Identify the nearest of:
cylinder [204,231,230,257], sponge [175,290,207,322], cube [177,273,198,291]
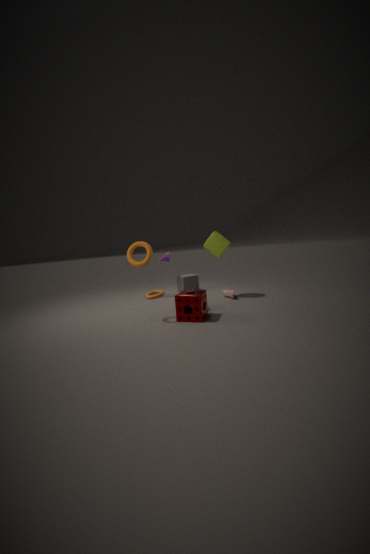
sponge [175,290,207,322]
